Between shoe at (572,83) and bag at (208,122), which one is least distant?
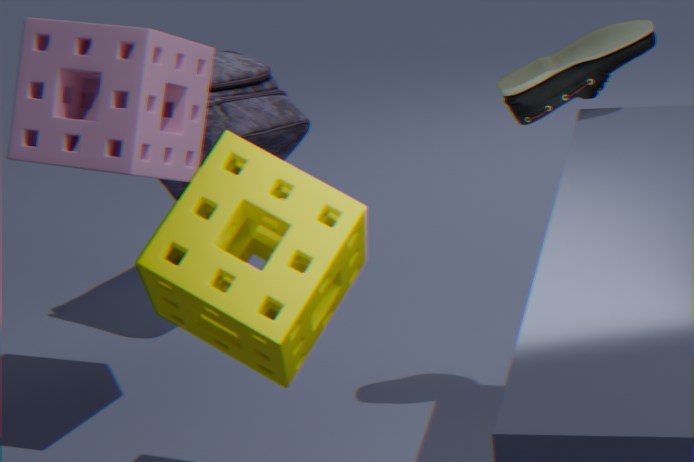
shoe at (572,83)
